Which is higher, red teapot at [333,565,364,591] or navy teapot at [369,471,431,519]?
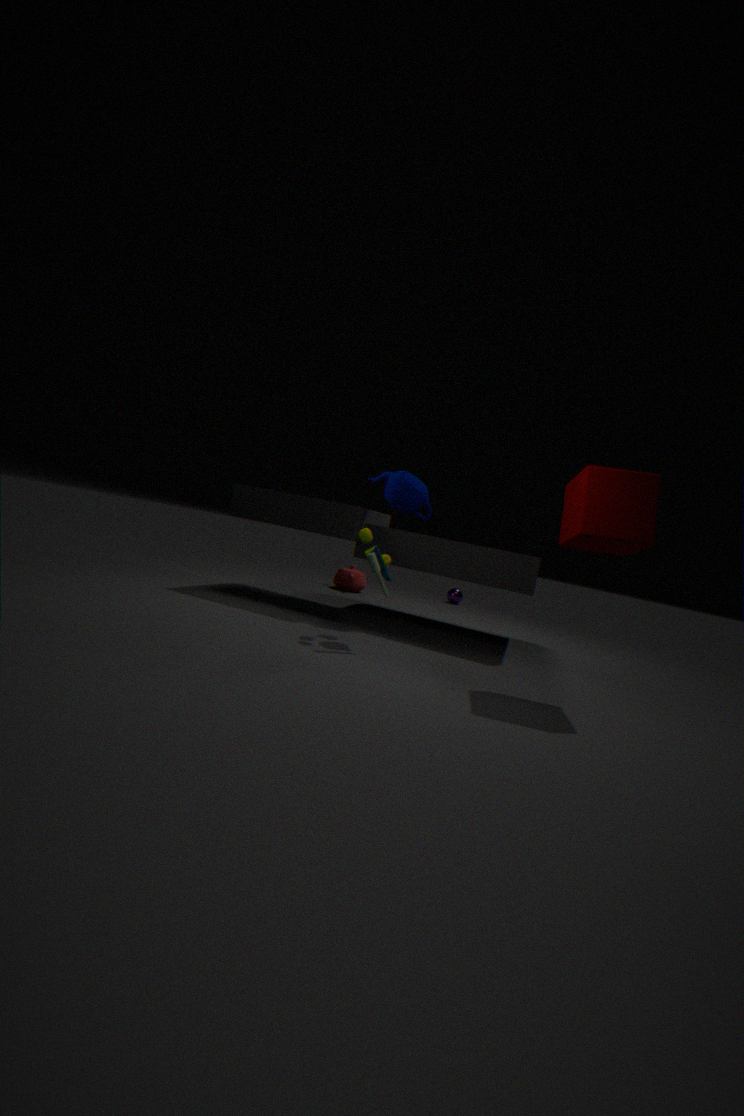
navy teapot at [369,471,431,519]
